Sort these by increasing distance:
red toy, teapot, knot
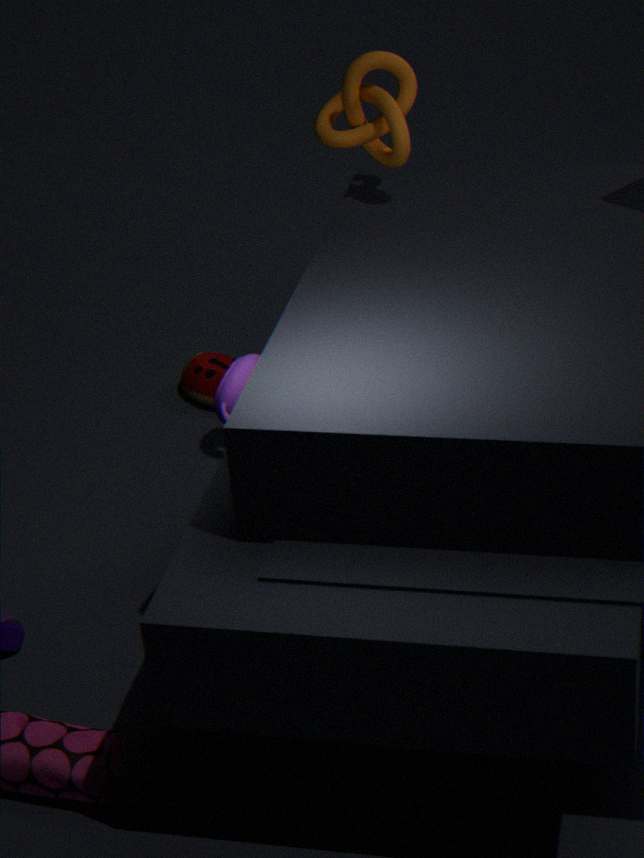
teapot, knot, red toy
